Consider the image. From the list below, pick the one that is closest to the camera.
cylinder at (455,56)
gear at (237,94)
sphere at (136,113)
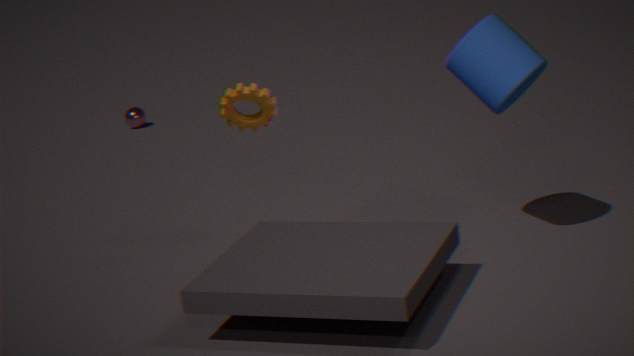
gear at (237,94)
